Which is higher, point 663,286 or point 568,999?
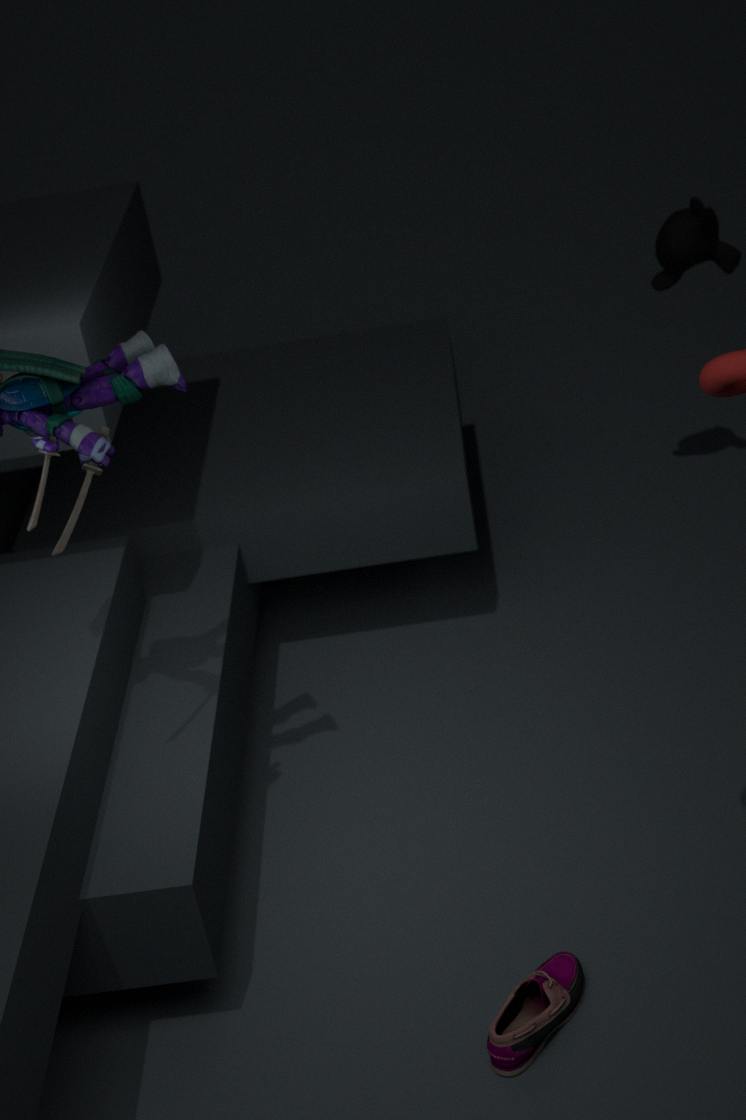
point 663,286
